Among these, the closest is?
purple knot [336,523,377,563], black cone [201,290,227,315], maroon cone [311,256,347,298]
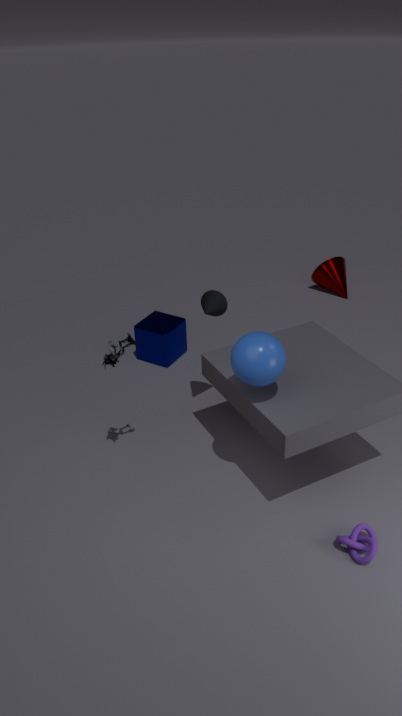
purple knot [336,523,377,563]
